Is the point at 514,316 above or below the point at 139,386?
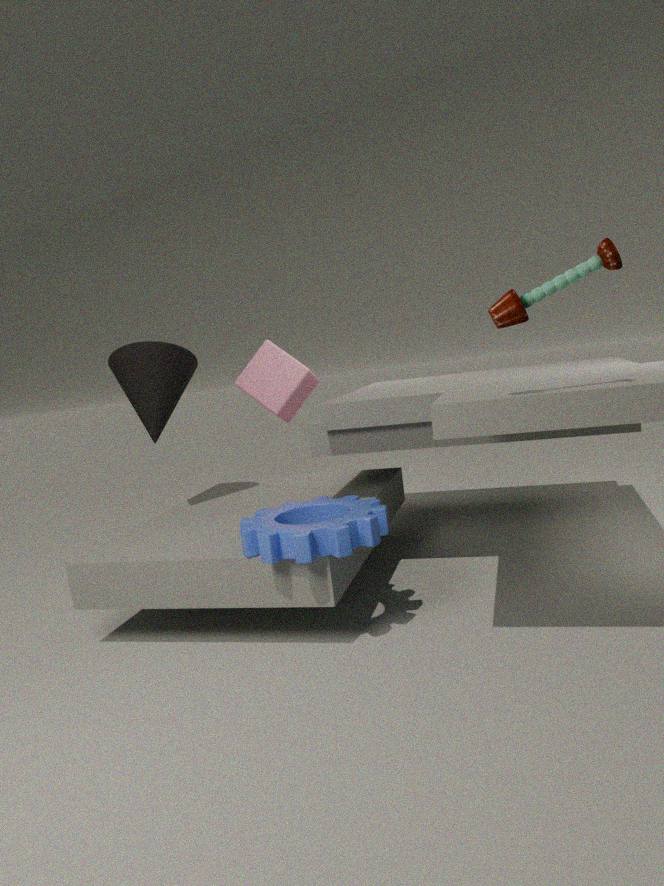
above
